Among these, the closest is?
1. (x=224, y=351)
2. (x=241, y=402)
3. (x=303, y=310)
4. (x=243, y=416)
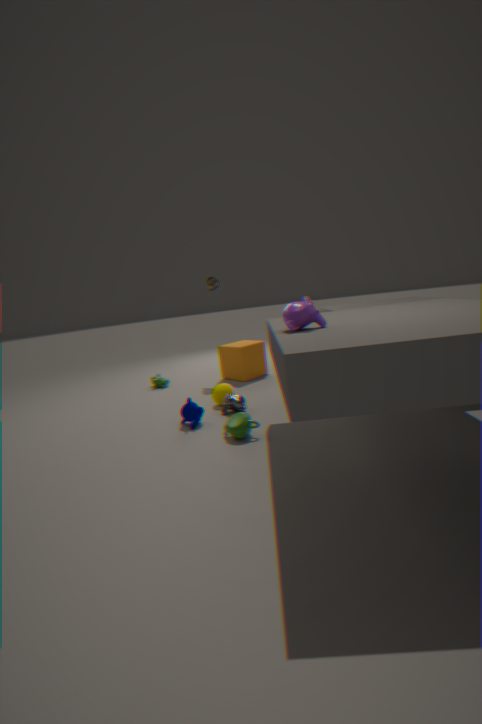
(x=303, y=310)
